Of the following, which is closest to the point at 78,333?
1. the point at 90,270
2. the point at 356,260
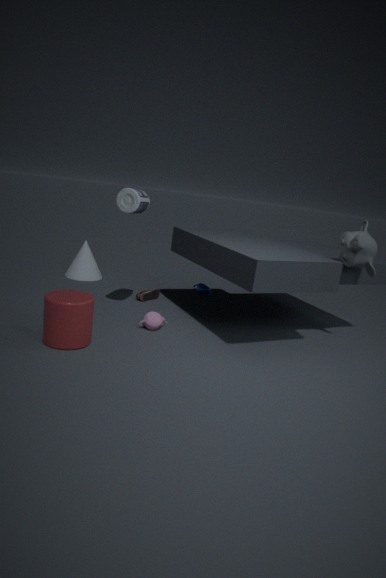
the point at 90,270
